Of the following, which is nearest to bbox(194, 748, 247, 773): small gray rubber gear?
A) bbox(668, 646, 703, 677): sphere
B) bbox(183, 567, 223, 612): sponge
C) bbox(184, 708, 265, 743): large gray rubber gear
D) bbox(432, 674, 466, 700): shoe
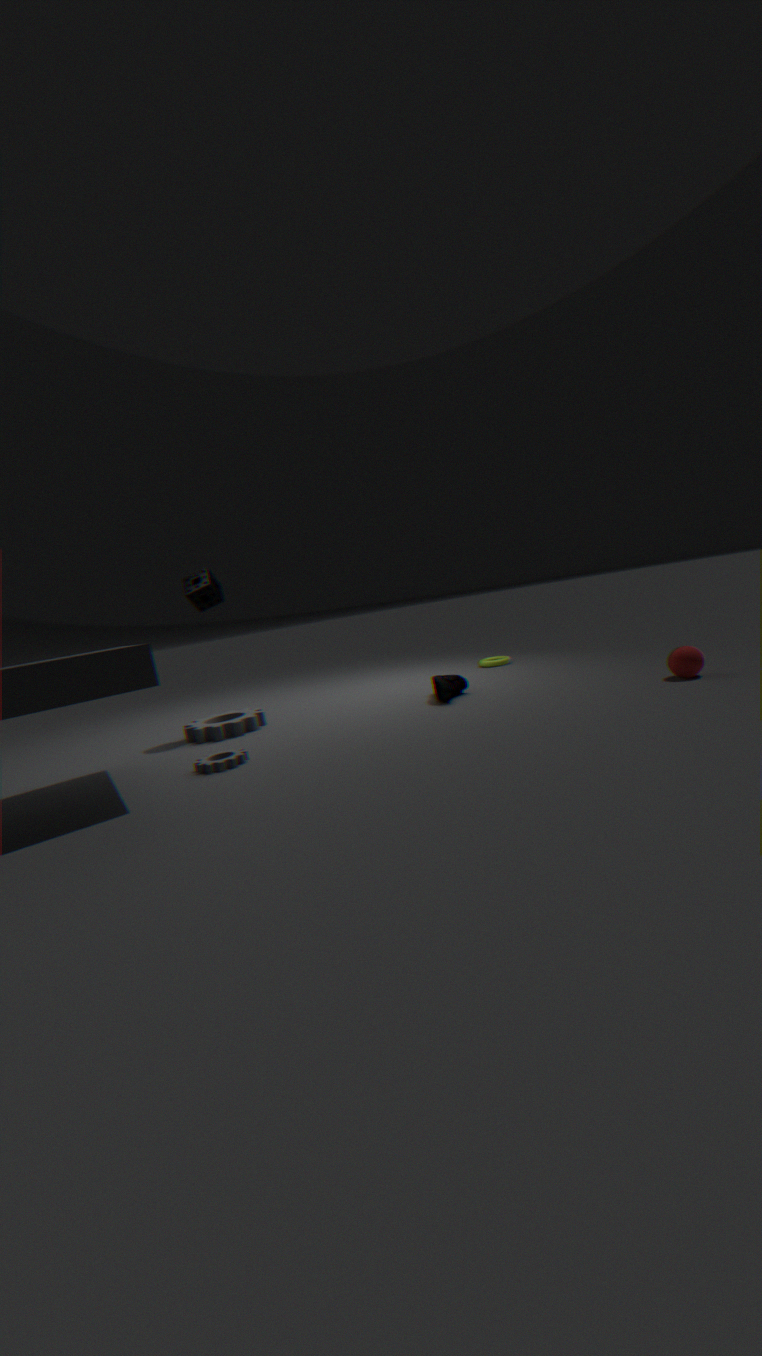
bbox(184, 708, 265, 743): large gray rubber gear
